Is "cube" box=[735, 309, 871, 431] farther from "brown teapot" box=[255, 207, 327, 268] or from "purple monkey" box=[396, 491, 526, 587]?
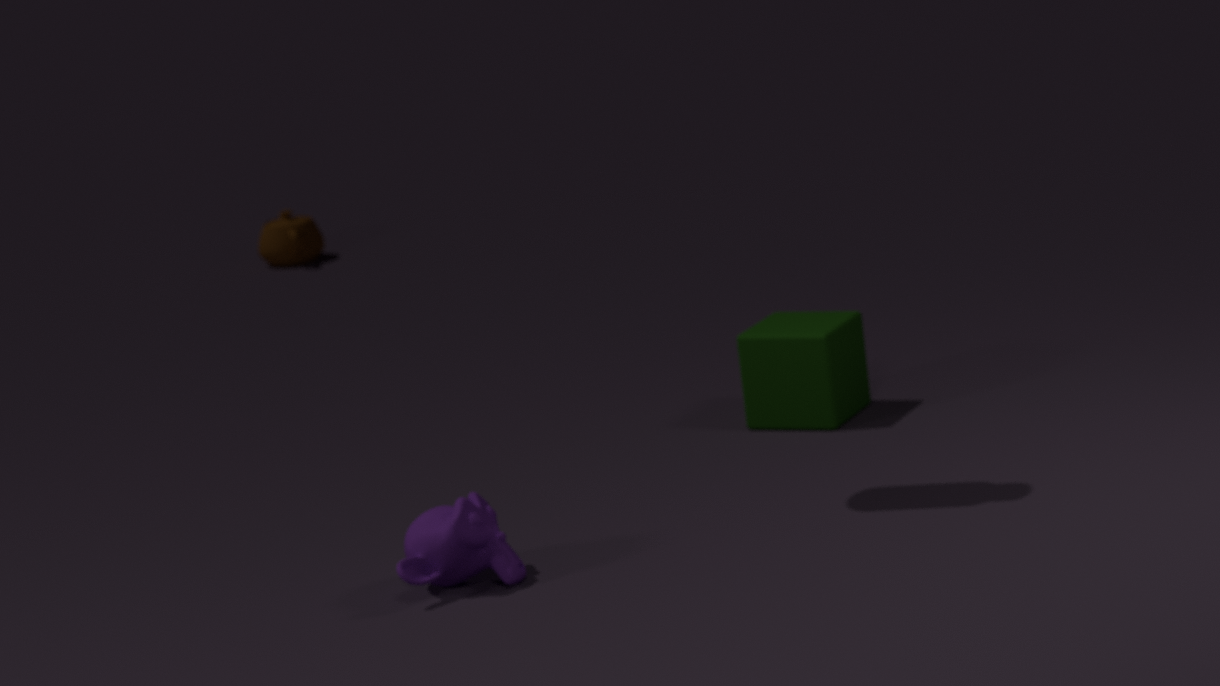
"brown teapot" box=[255, 207, 327, 268]
